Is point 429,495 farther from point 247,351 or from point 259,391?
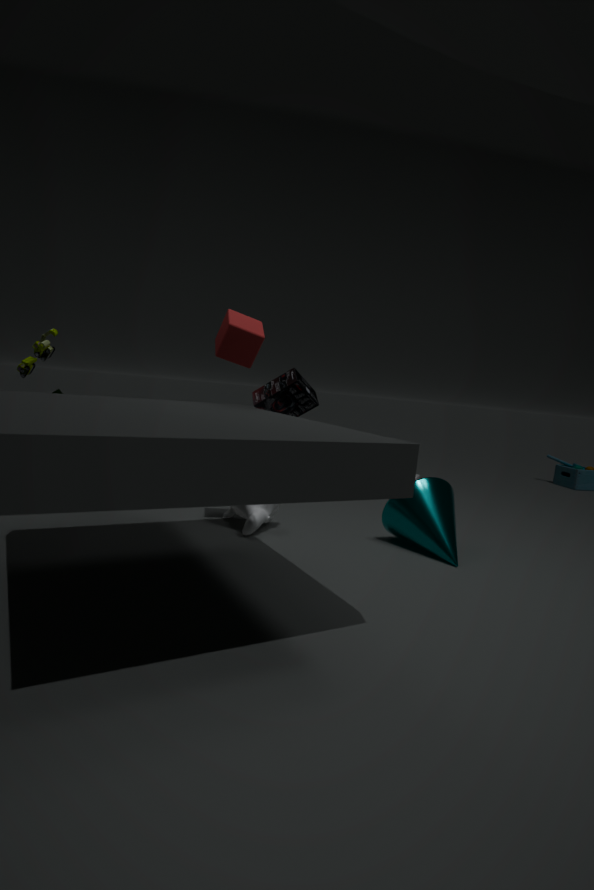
point 259,391
